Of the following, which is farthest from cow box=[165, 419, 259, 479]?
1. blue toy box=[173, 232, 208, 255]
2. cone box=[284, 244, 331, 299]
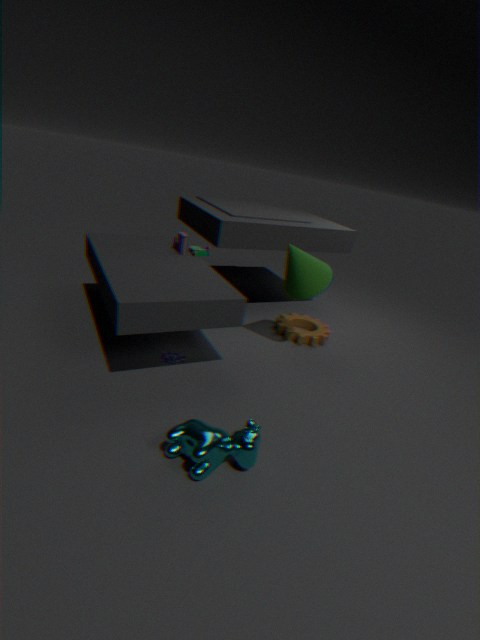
blue toy box=[173, 232, 208, 255]
